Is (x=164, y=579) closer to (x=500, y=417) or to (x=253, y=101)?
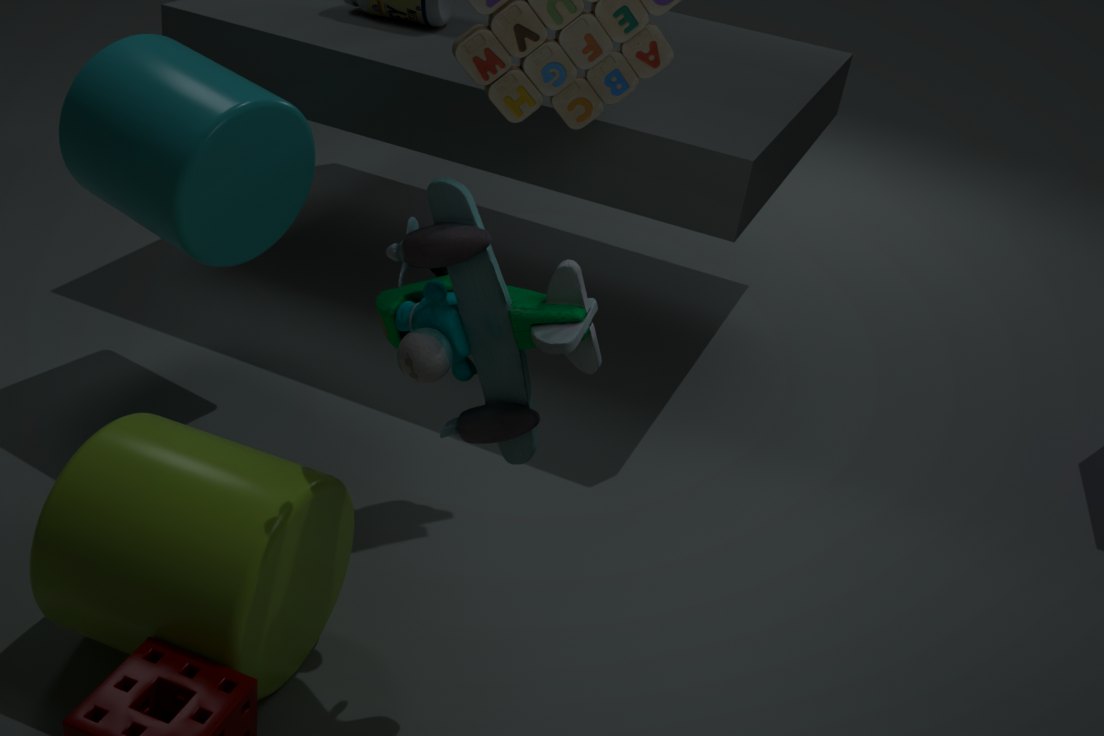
(x=500, y=417)
